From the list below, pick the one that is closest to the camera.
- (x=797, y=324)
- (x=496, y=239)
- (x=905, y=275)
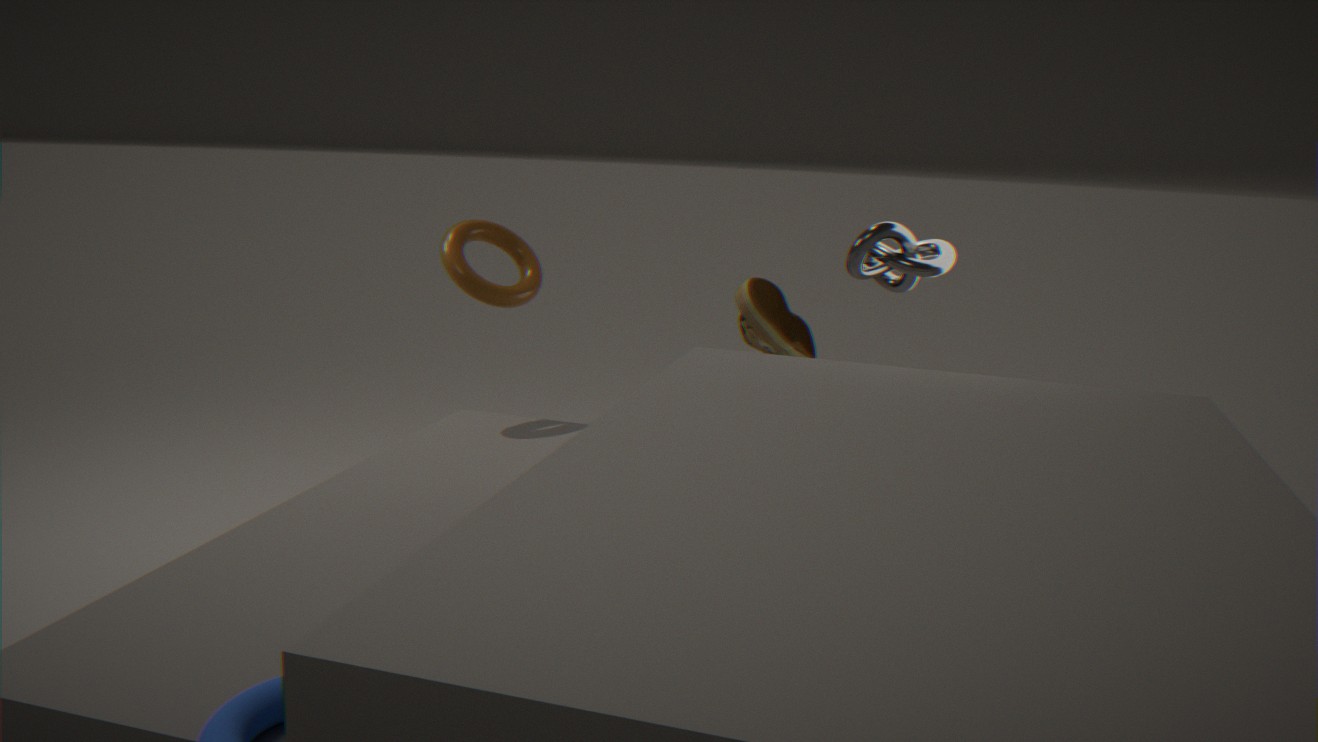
(x=905, y=275)
